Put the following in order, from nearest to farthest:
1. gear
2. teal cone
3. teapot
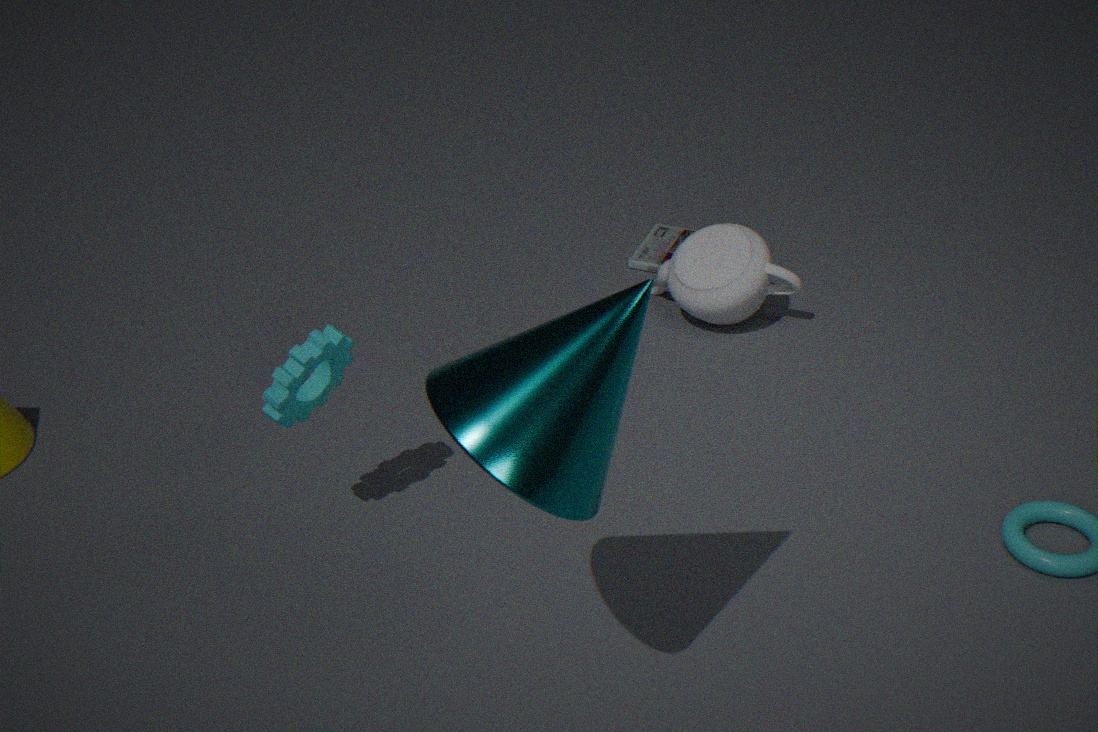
teal cone → gear → teapot
